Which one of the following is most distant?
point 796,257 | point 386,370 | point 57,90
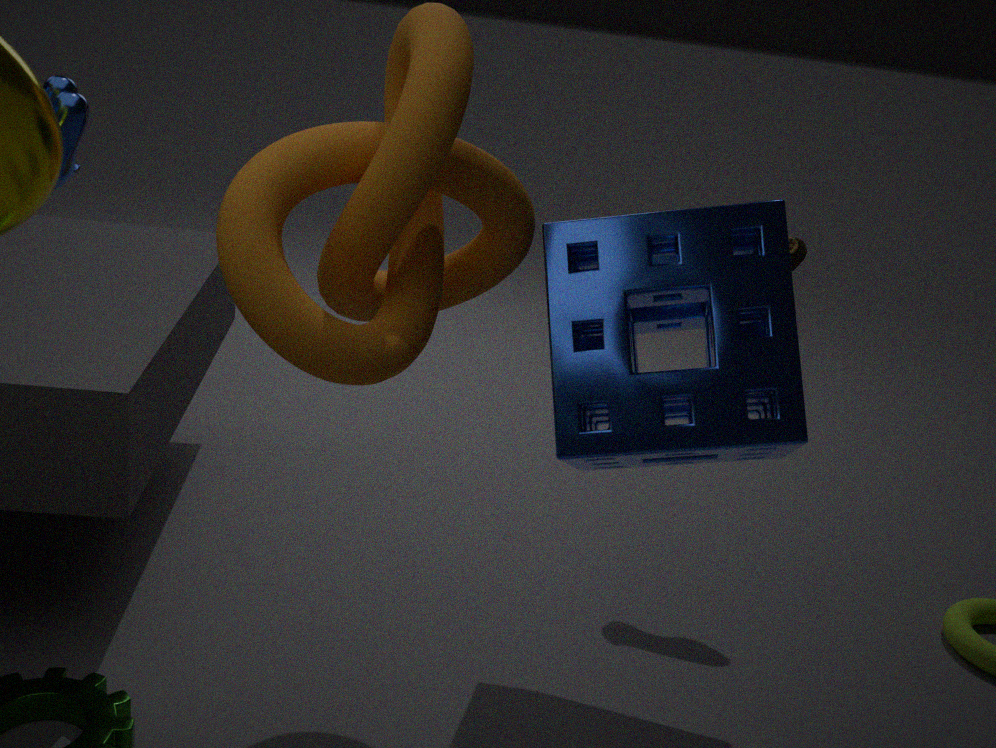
point 796,257
